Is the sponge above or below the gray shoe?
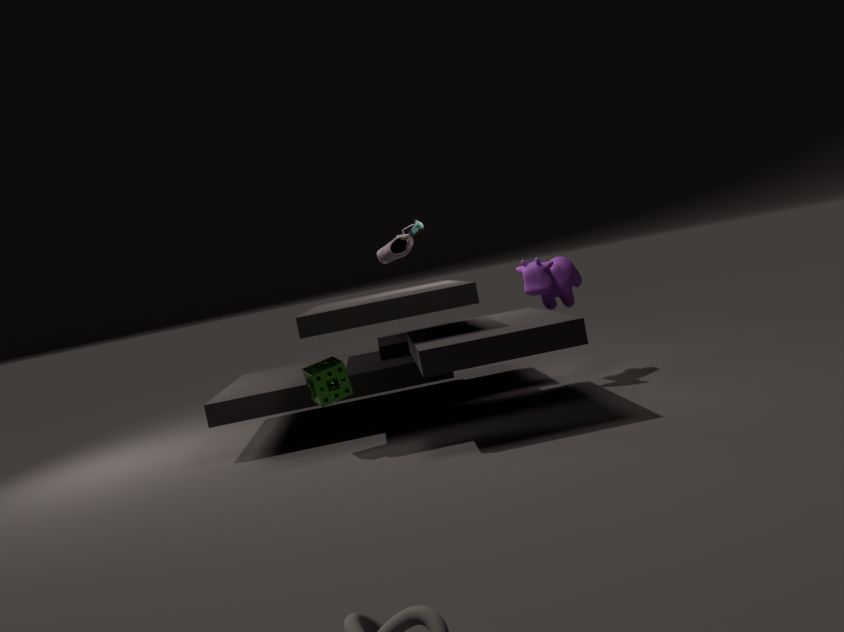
below
